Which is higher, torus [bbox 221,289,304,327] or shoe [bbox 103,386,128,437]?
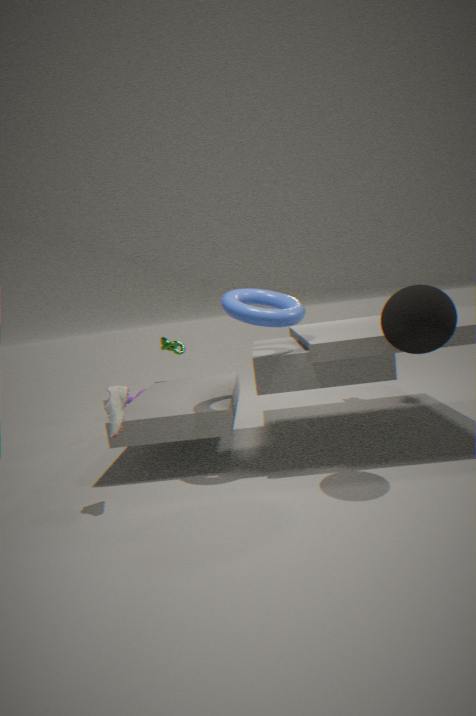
torus [bbox 221,289,304,327]
